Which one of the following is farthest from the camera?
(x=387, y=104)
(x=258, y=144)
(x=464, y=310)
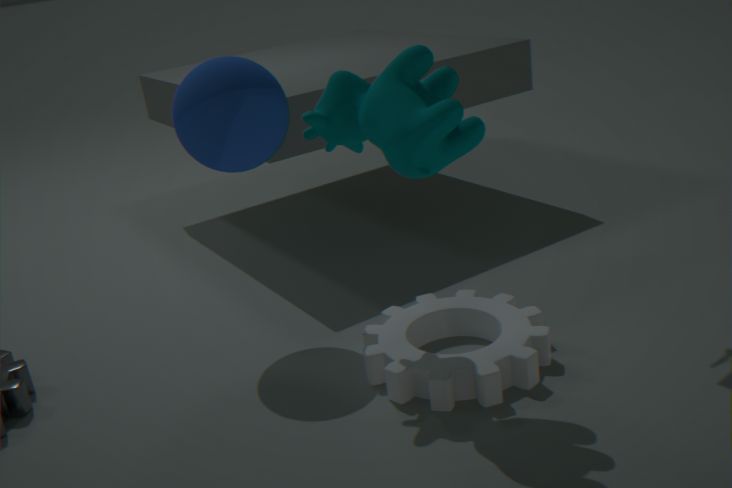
(x=464, y=310)
